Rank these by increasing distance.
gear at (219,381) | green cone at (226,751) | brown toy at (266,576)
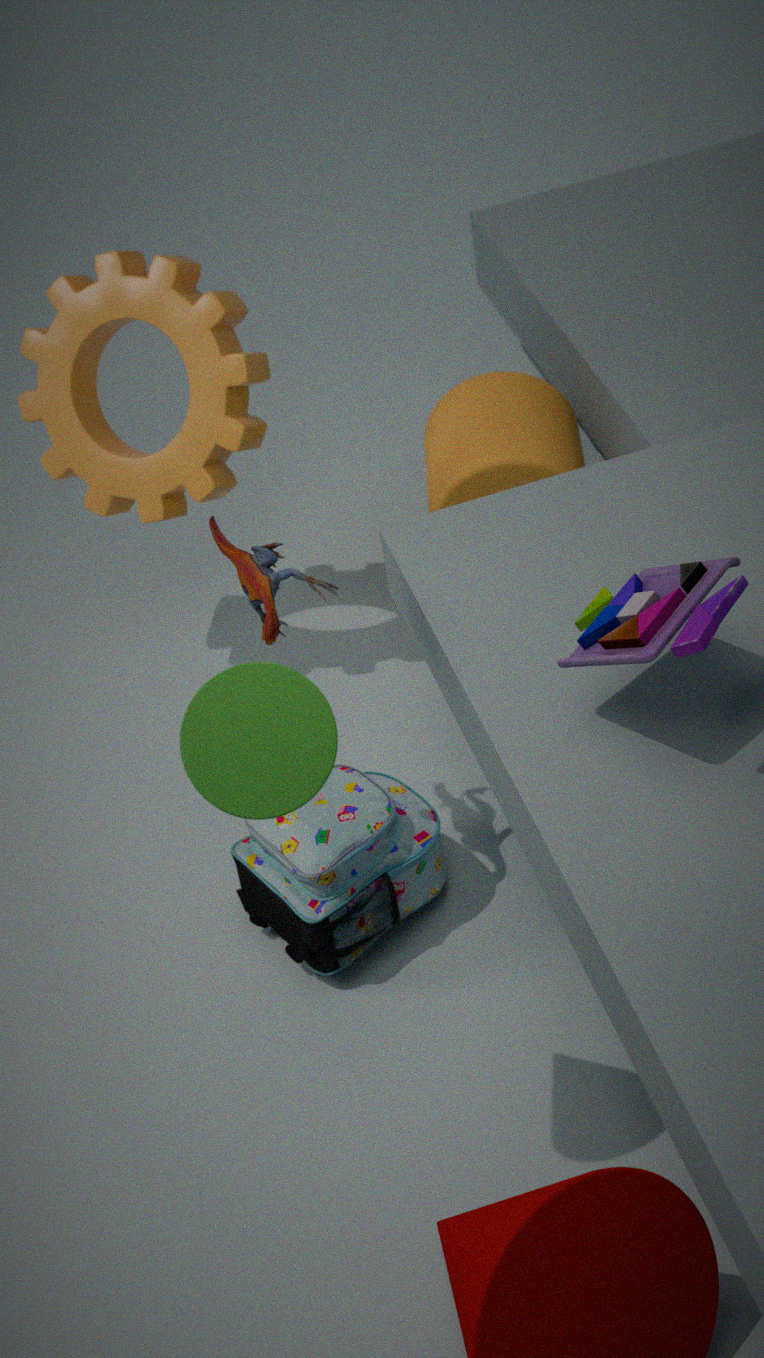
green cone at (226,751) → brown toy at (266,576) → gear at (219,381)
